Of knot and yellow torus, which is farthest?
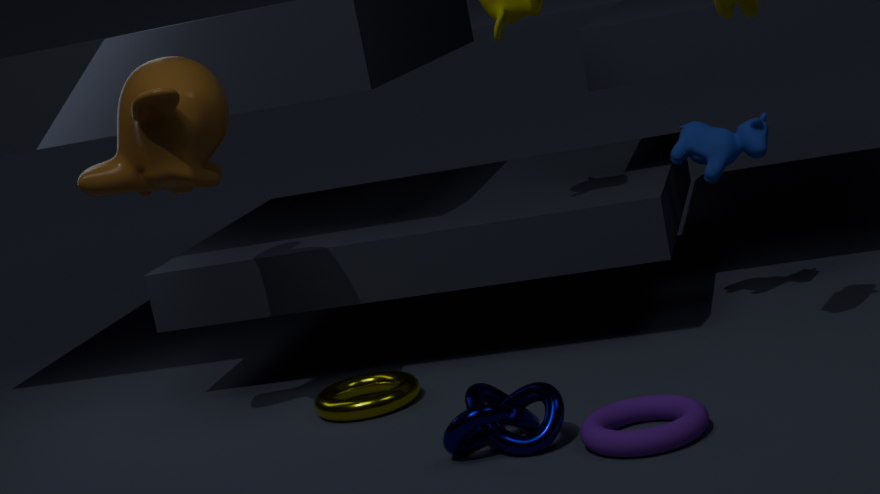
yellow torus
